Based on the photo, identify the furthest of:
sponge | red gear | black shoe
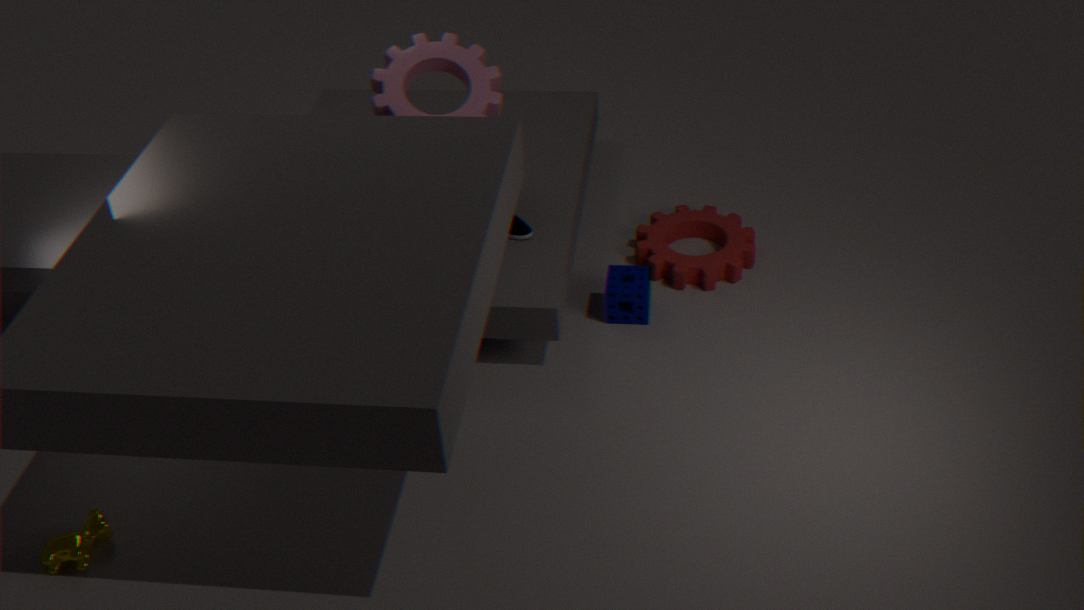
red gear
